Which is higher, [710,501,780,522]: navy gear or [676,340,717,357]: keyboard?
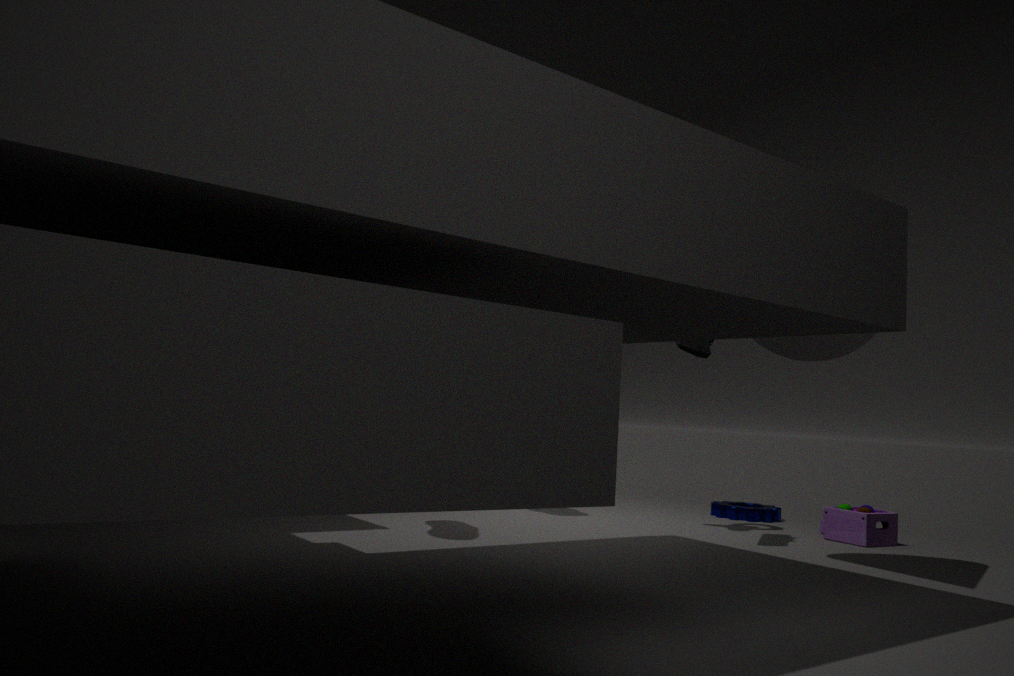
[676,340,717,357]: keyboard
